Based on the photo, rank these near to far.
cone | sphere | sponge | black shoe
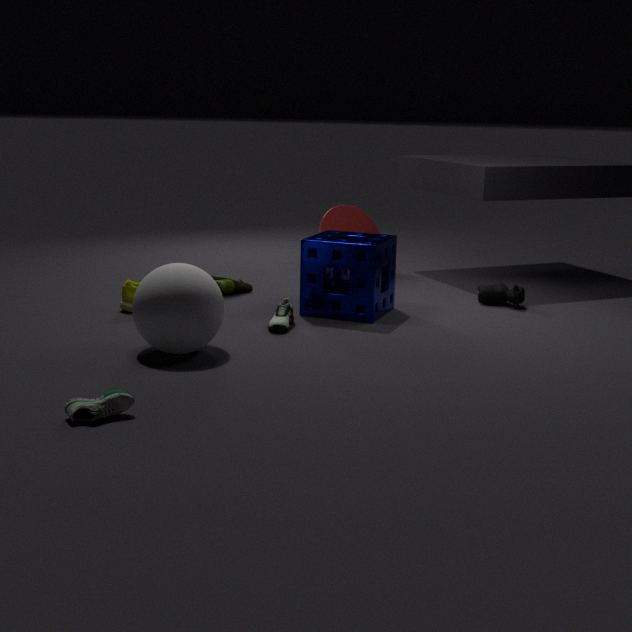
black shoe, sphere, sponge, cone
